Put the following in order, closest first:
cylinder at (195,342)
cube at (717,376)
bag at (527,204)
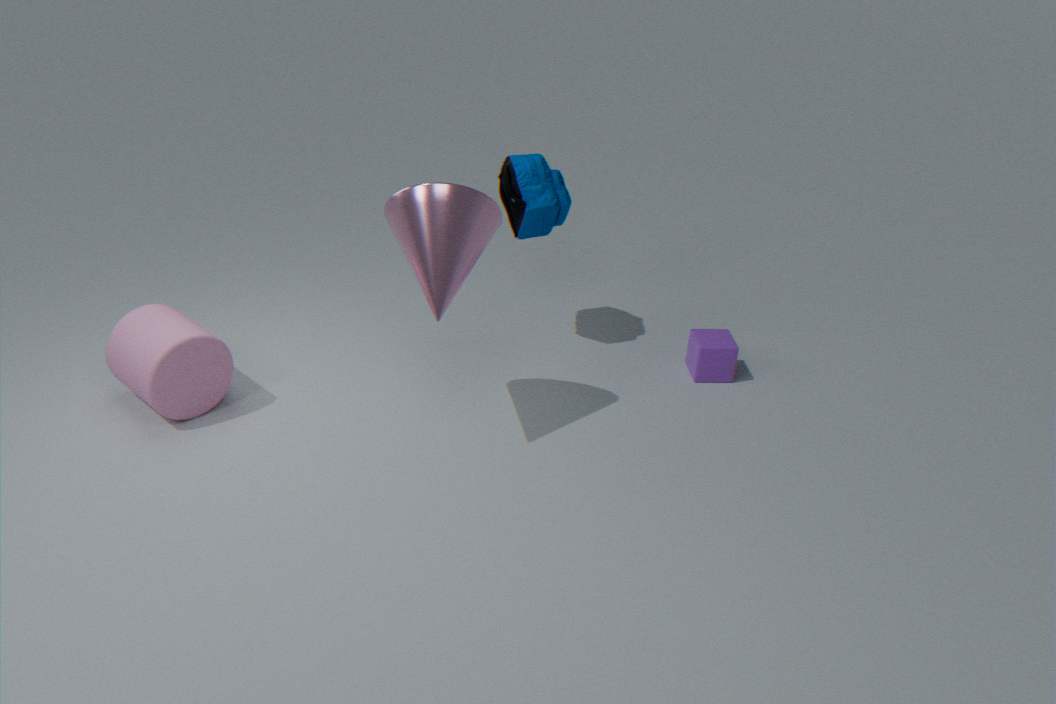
1. cylinder at (195,342)
2. bag at (527,204)
3. cube at (717,376)
